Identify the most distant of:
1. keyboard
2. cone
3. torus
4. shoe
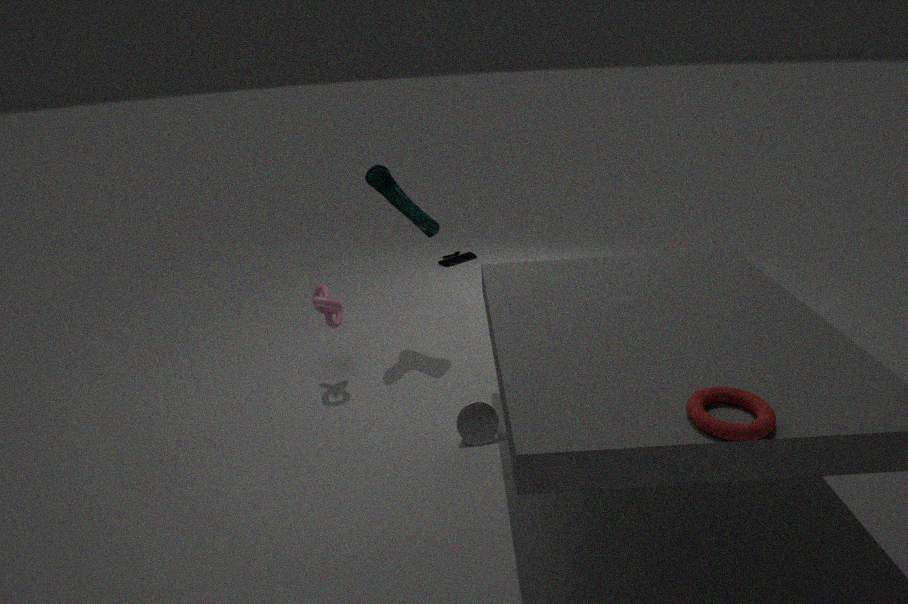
keyboard
